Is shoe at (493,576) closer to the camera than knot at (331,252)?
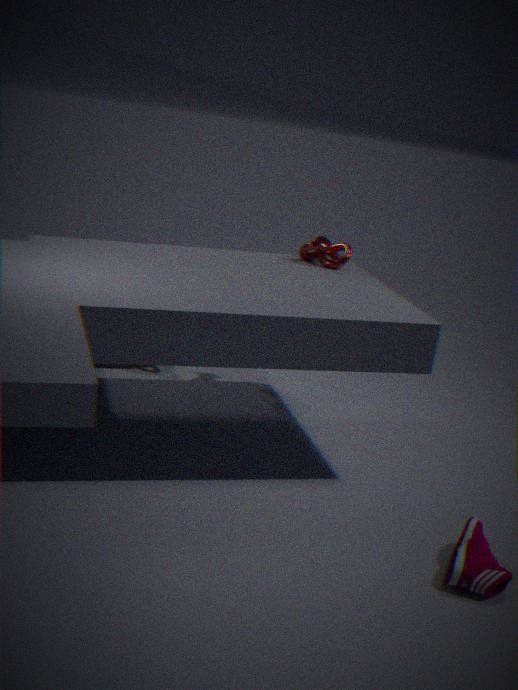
Yes
